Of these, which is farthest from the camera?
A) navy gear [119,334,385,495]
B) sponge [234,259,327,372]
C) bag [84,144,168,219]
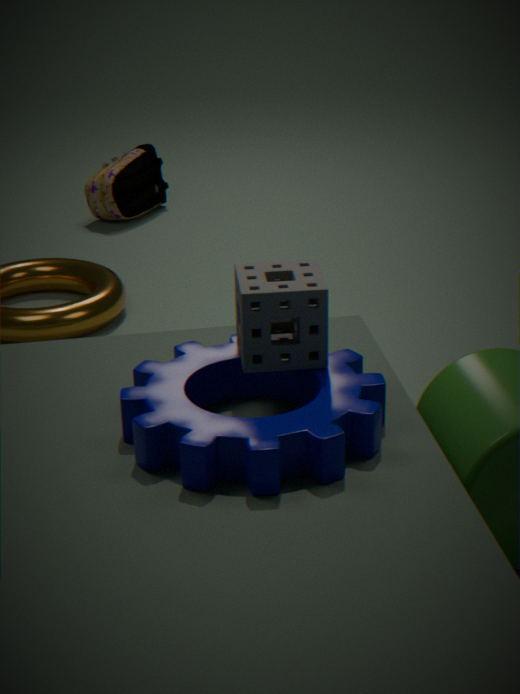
bag [84,144,168,219]
